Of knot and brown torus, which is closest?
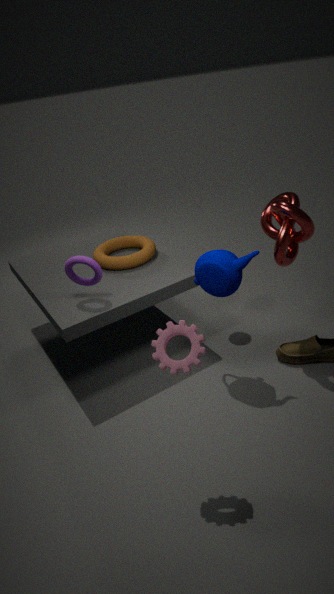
knot
